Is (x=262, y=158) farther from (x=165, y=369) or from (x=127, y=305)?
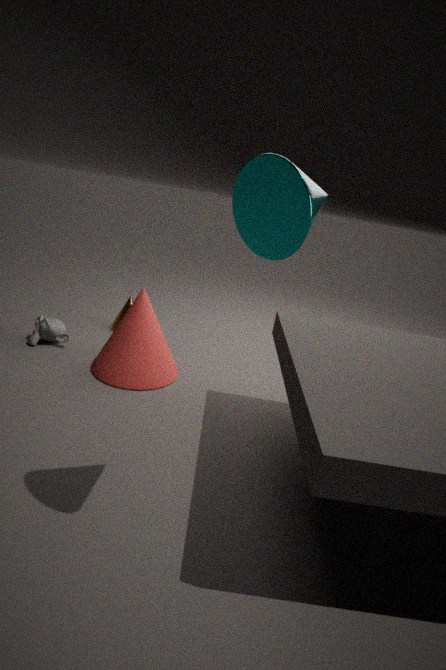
(x=127, y=305)
